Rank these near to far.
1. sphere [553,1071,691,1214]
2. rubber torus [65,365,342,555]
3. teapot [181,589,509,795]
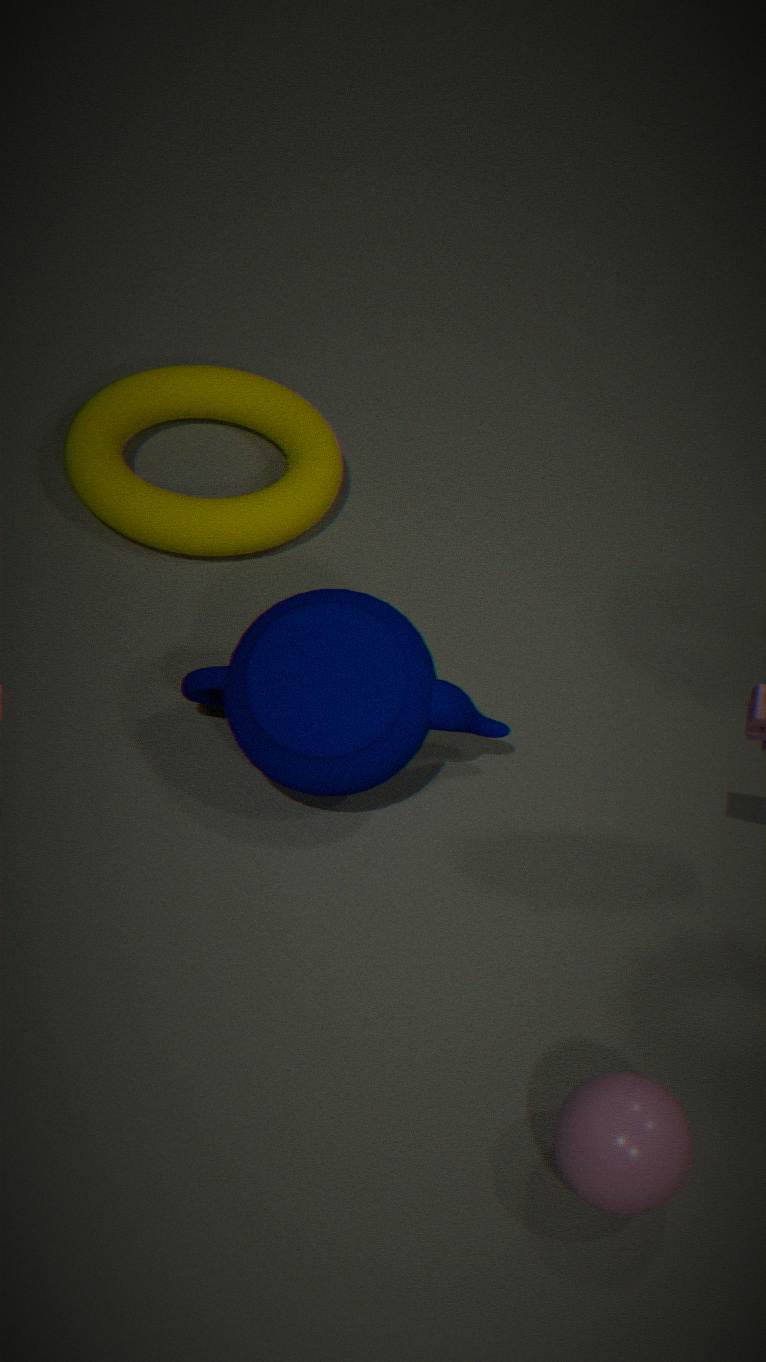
sphere [553,1071,691,1214] → teapot [181,589,509,795] → rubber torus [65,365,342,555]
